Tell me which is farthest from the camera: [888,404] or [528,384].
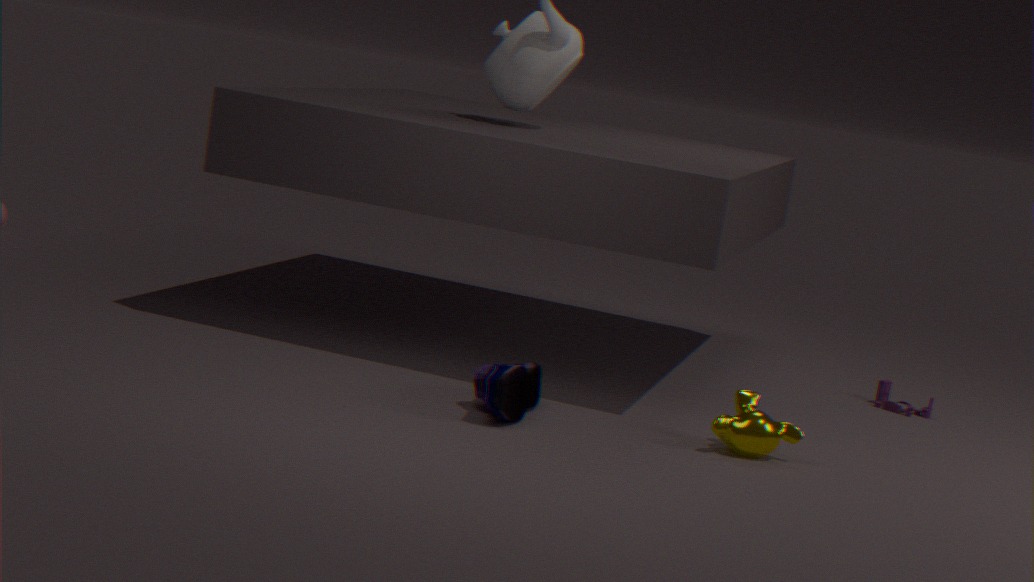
[888,404]
